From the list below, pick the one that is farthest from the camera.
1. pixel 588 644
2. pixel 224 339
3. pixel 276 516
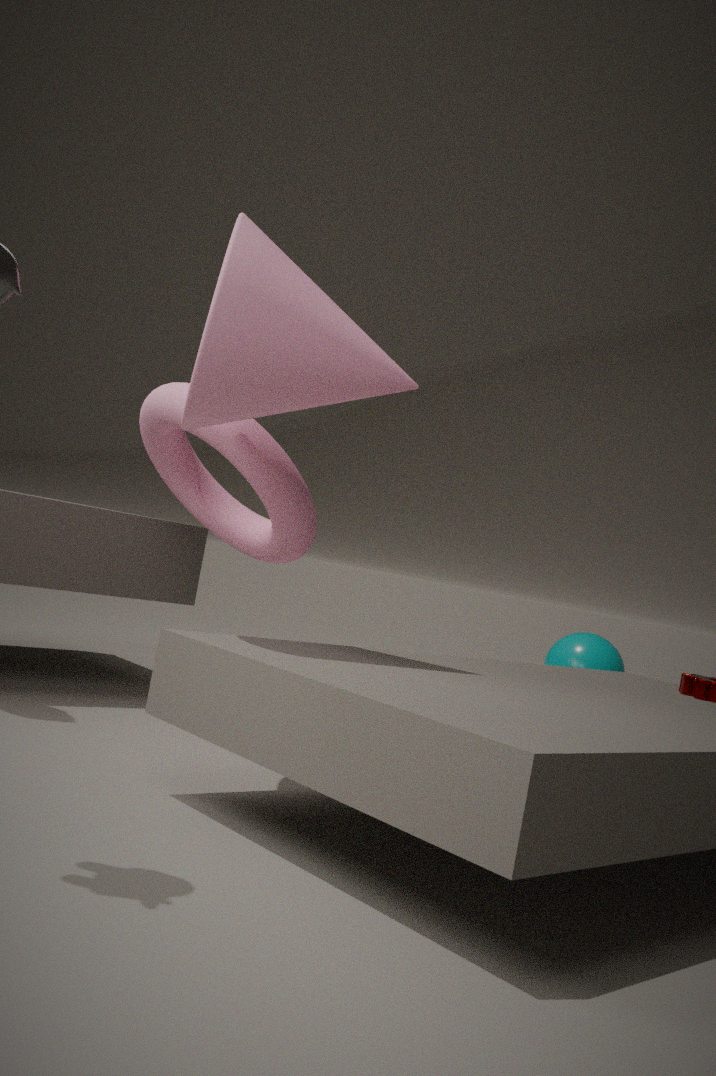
pixel 588 644
